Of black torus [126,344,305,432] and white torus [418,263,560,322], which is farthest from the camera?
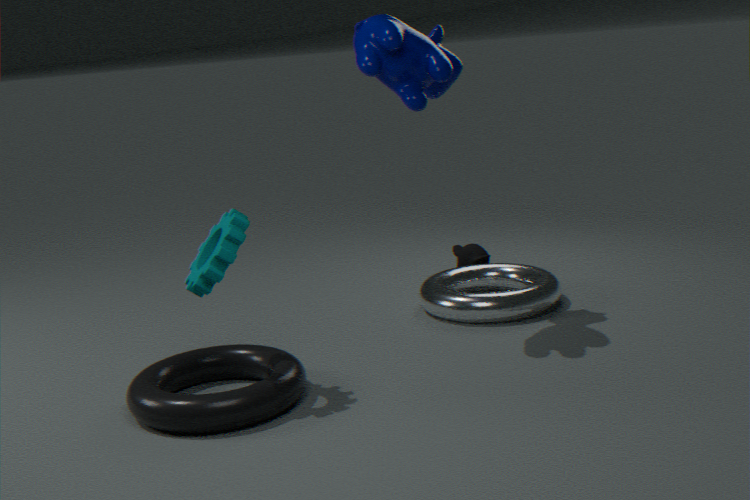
white torus [418,263,560,322]
